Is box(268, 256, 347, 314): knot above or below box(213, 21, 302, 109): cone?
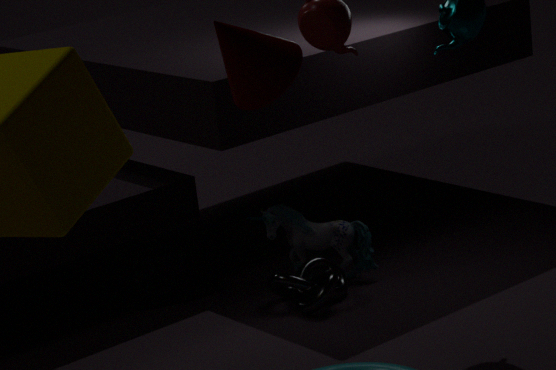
below
